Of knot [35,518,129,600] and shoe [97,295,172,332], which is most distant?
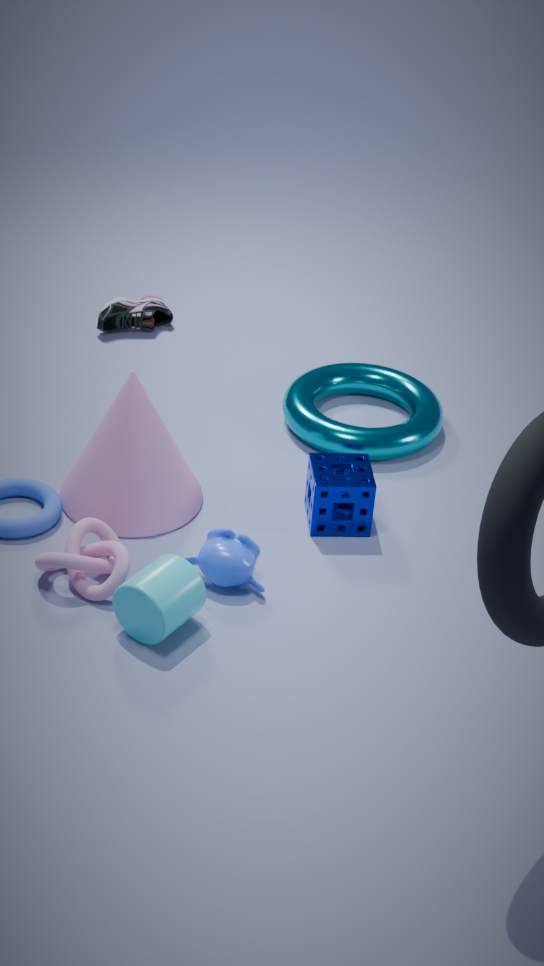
shoe [97,295,172,332]
